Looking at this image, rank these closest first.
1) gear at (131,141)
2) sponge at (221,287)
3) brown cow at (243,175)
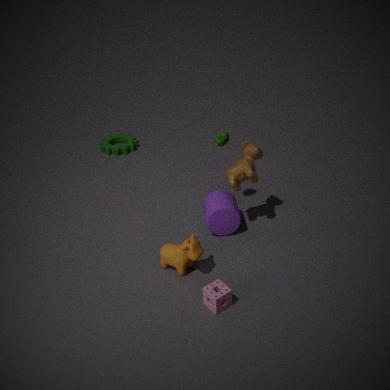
2. sponge at (221,287), 3. brown cow at (243,175), 1. gear at (131,141)
